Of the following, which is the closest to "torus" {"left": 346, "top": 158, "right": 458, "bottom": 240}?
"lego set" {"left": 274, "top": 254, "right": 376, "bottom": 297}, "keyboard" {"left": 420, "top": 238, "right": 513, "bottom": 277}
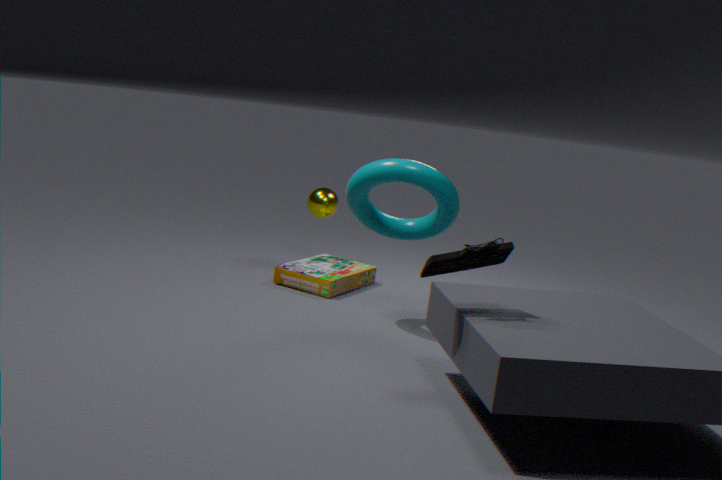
"lego set" {"left": 274, "top": 254, "right": 376, "bottom": 297}
